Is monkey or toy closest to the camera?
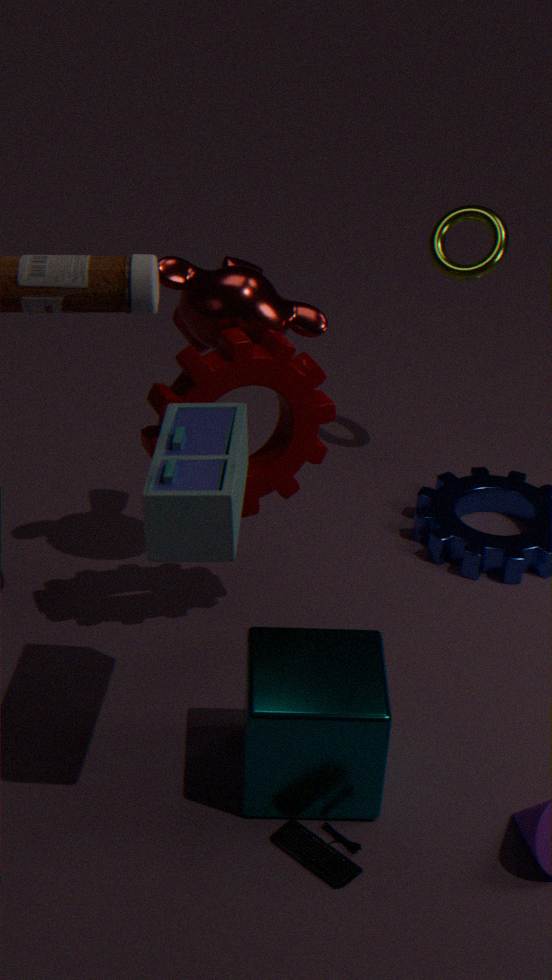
toy
